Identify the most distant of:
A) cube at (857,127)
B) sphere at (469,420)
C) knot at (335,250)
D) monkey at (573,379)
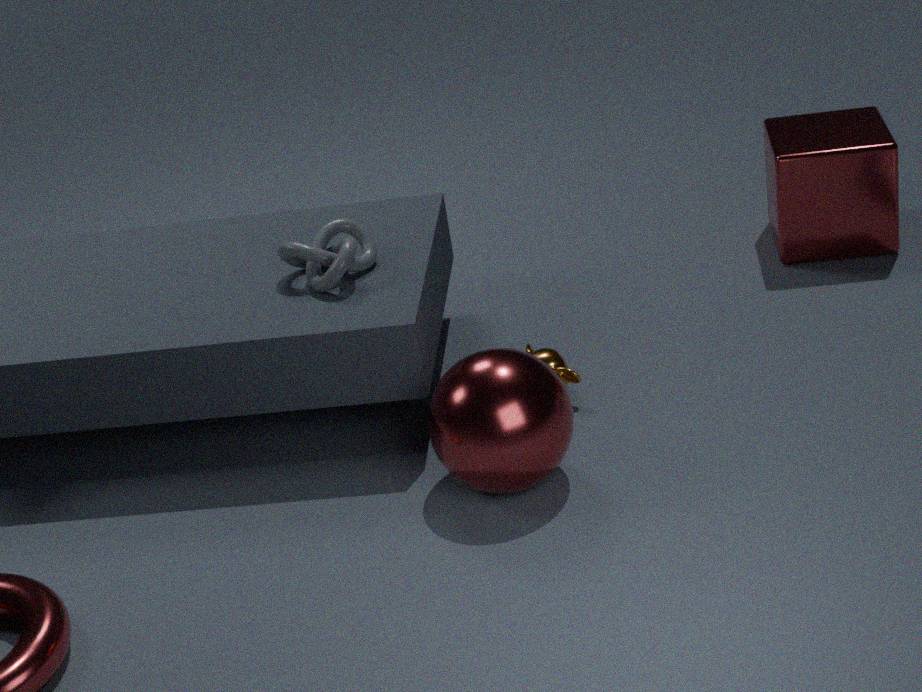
cube at (857,127)
